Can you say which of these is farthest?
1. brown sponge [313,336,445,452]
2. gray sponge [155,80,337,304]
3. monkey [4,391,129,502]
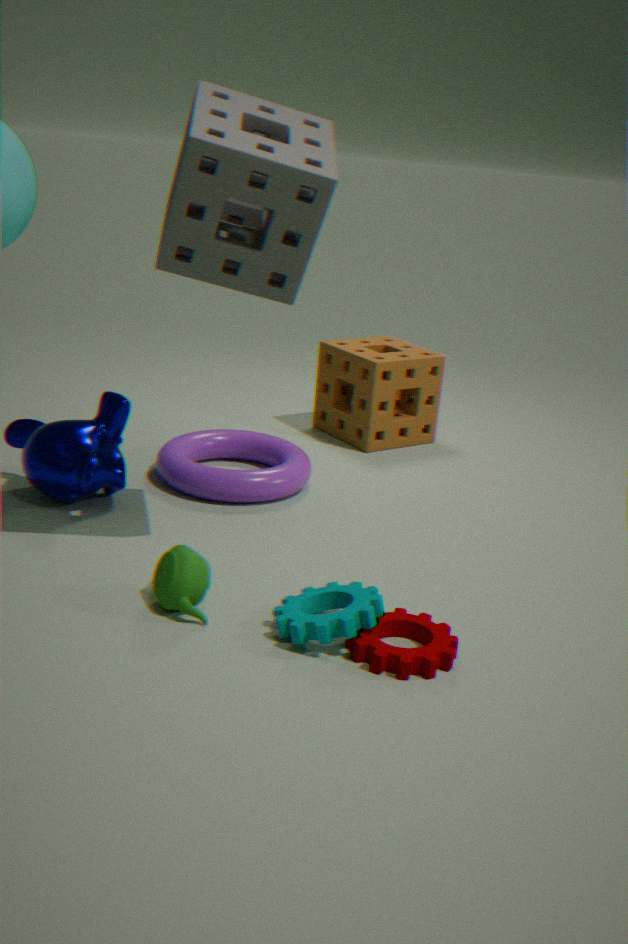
brown sponge [313,336,445,452]
